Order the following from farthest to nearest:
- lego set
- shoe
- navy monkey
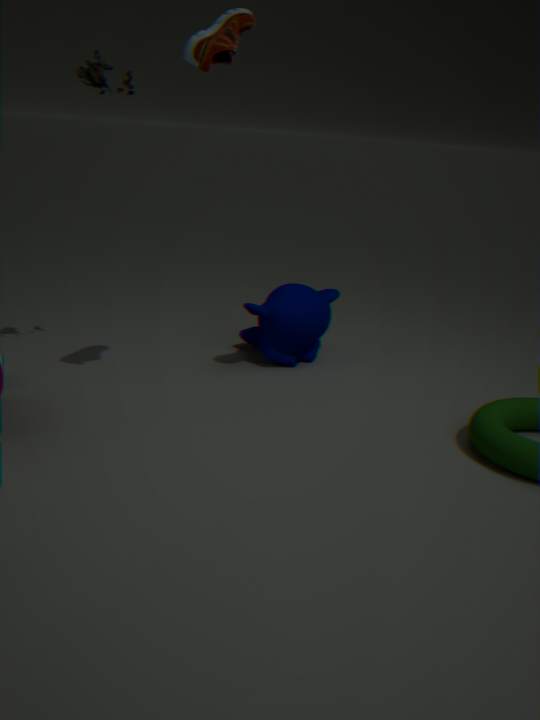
navy monkey < lego set < shoe
